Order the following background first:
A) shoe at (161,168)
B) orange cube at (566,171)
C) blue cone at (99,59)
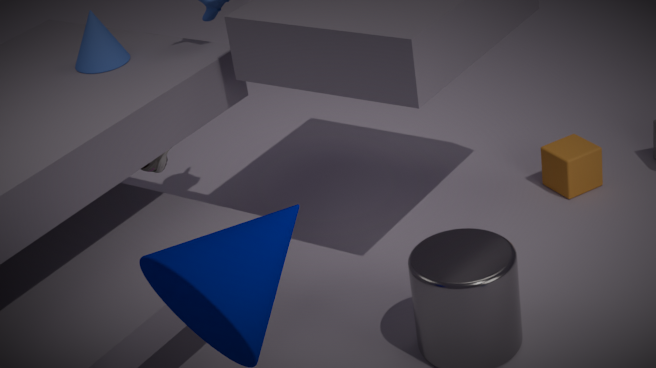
shoe at (161,168) → orange cube at (566,171) → blue cone at (99,59)
